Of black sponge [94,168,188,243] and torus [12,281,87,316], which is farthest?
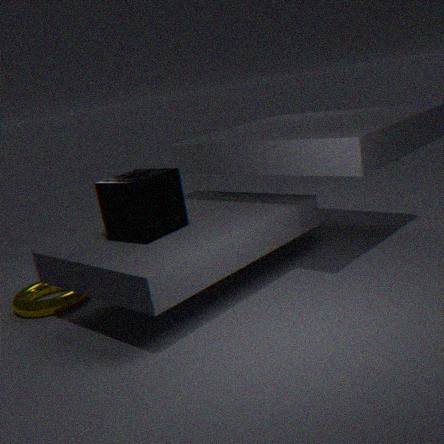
torus [12,281,87,316]
